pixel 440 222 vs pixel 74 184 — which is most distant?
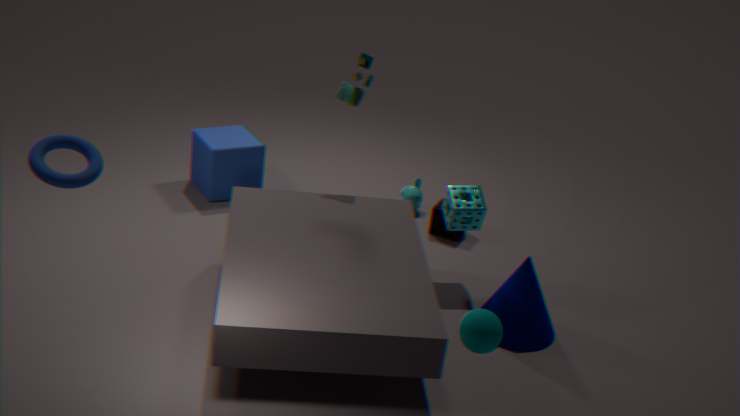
pixel 440 222
